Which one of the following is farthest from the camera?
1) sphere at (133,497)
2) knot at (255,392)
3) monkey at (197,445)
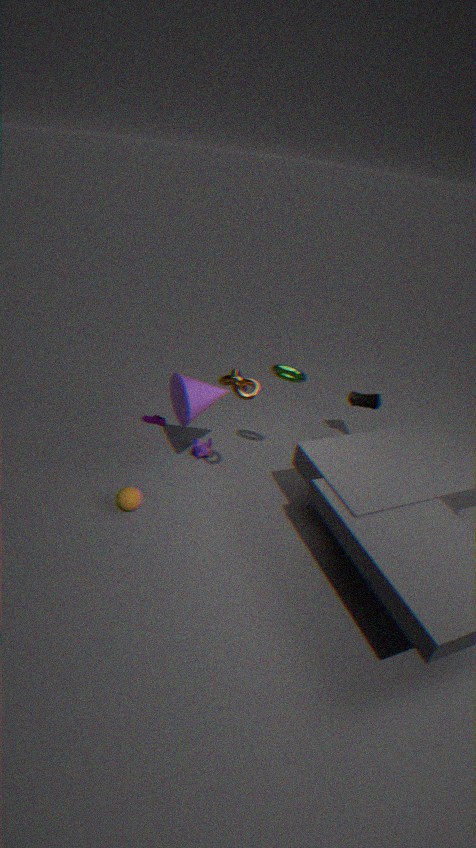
3. monkey at (197,445)
